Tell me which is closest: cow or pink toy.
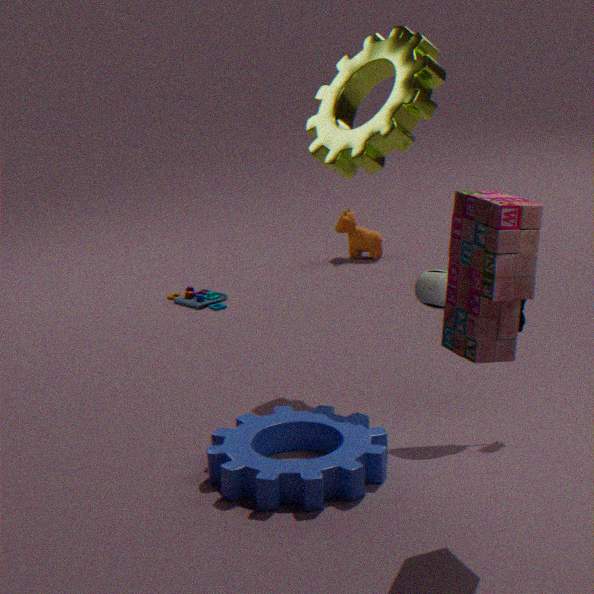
pink toy
